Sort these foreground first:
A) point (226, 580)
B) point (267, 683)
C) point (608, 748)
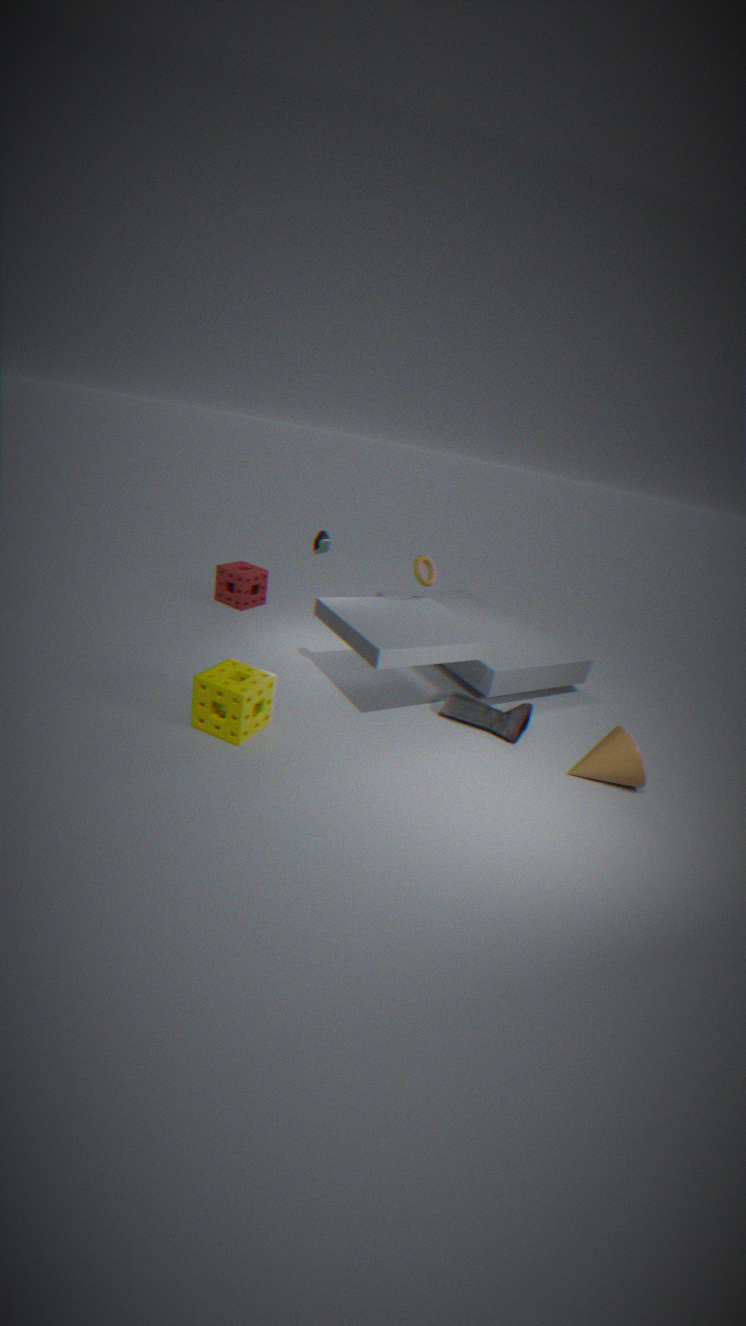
point (267, 683) < point (608, 748) < point (226, 580)
